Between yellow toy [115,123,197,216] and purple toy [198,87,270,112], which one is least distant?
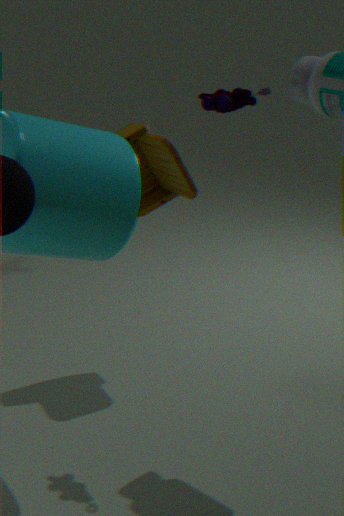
purple toy [198,87,270,112]
